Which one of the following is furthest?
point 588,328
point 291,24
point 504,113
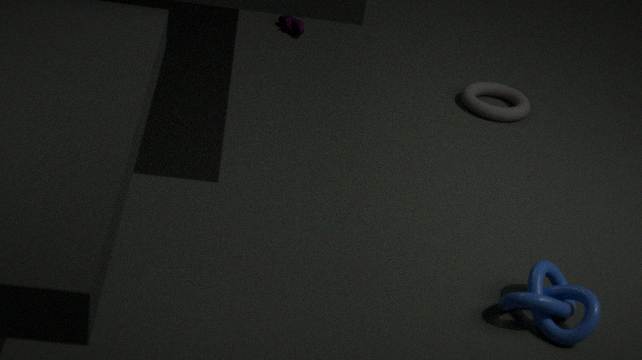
point 291,24
